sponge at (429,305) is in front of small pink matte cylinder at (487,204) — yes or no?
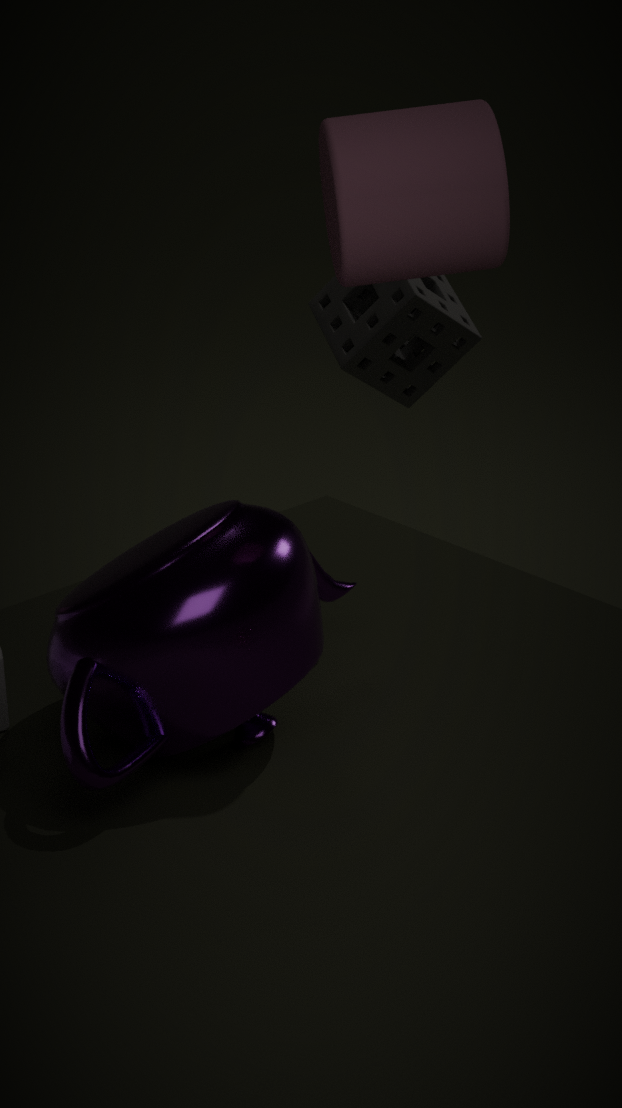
No
